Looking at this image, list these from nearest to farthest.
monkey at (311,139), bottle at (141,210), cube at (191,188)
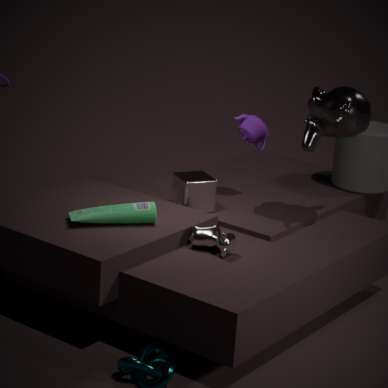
bottle at (141,210) → monkey at (311,139) → cube at (191,188)
